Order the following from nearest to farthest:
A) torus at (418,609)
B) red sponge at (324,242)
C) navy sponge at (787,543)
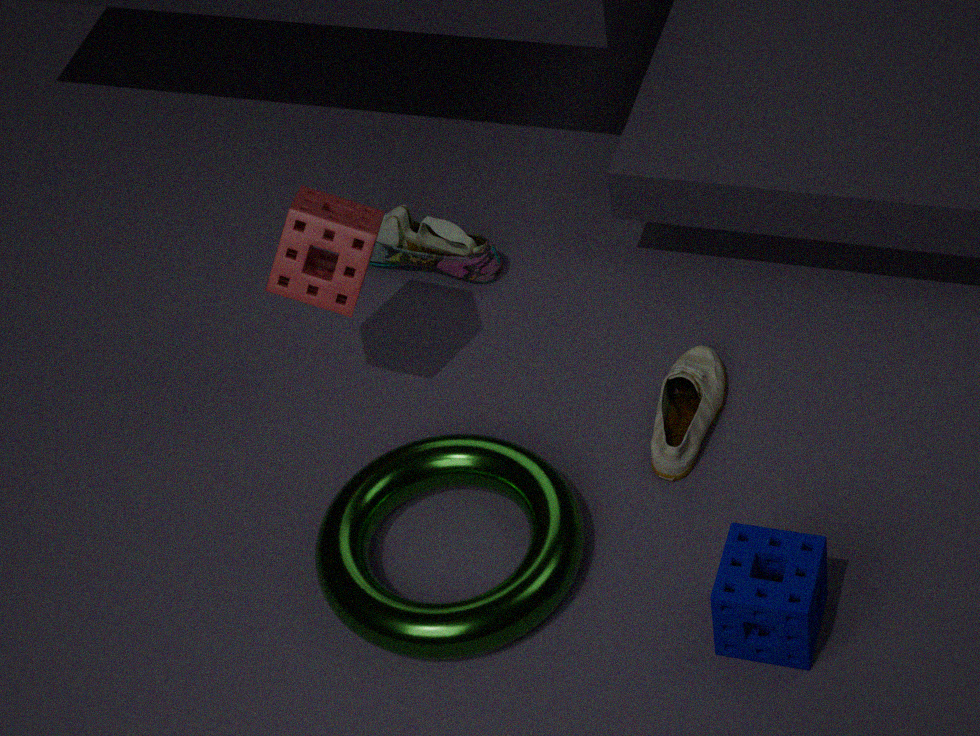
navy sponge at (787,543) < torus at (418,609) < red sponge at (324,242)
